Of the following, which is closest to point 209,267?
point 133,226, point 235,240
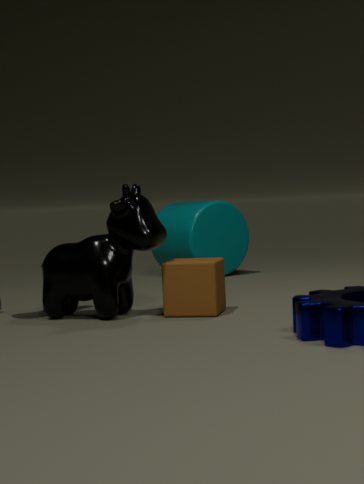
point 133,226
